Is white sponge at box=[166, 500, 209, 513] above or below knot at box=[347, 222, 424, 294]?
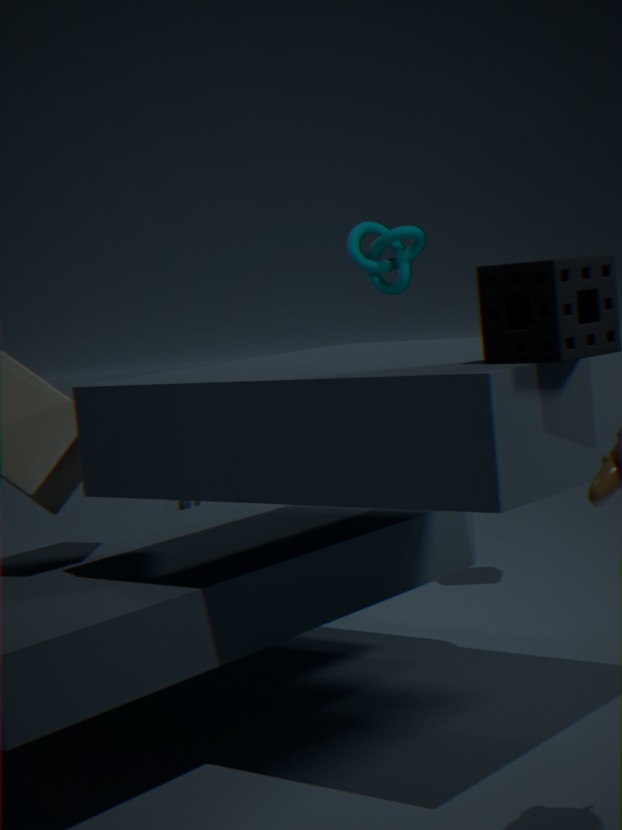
below
